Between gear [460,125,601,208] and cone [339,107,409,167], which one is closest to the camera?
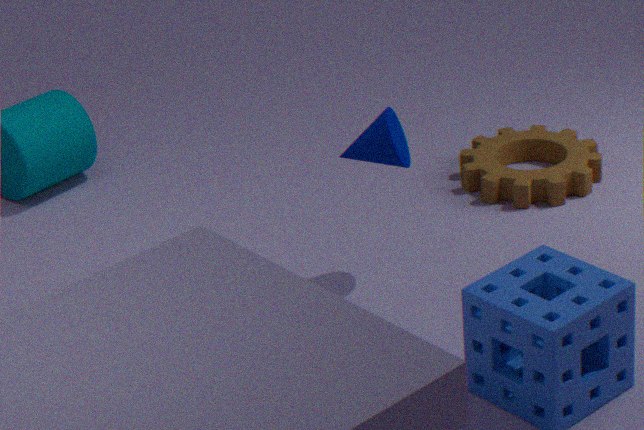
cone [339,107,409,167]
